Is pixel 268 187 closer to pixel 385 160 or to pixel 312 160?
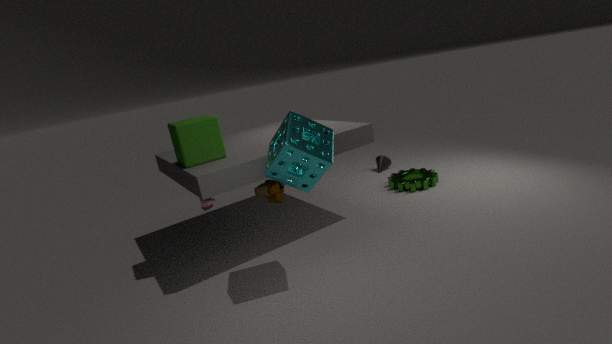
pixel 312 160
